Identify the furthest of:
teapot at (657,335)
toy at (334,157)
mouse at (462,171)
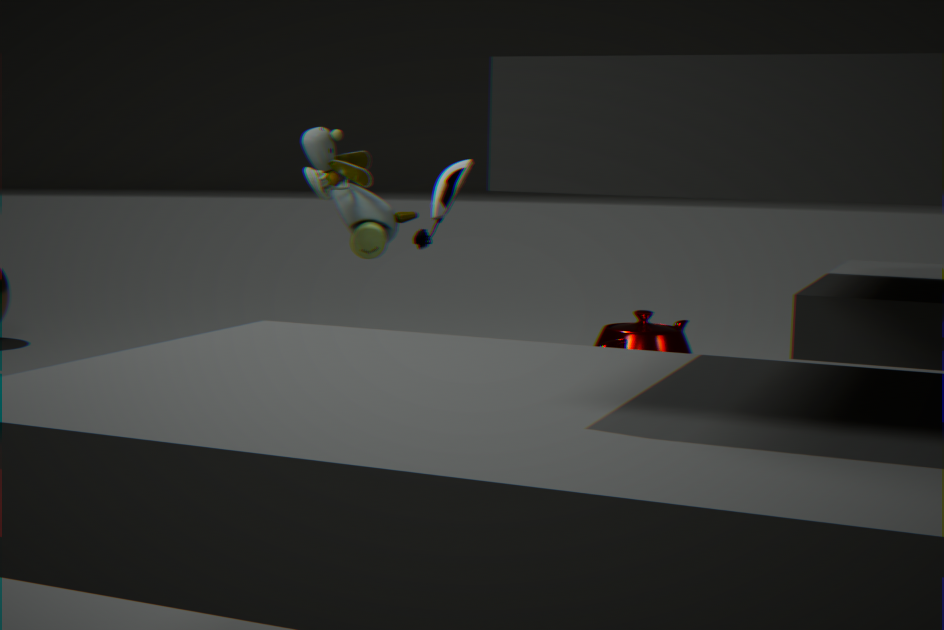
teapot at (657,335)
